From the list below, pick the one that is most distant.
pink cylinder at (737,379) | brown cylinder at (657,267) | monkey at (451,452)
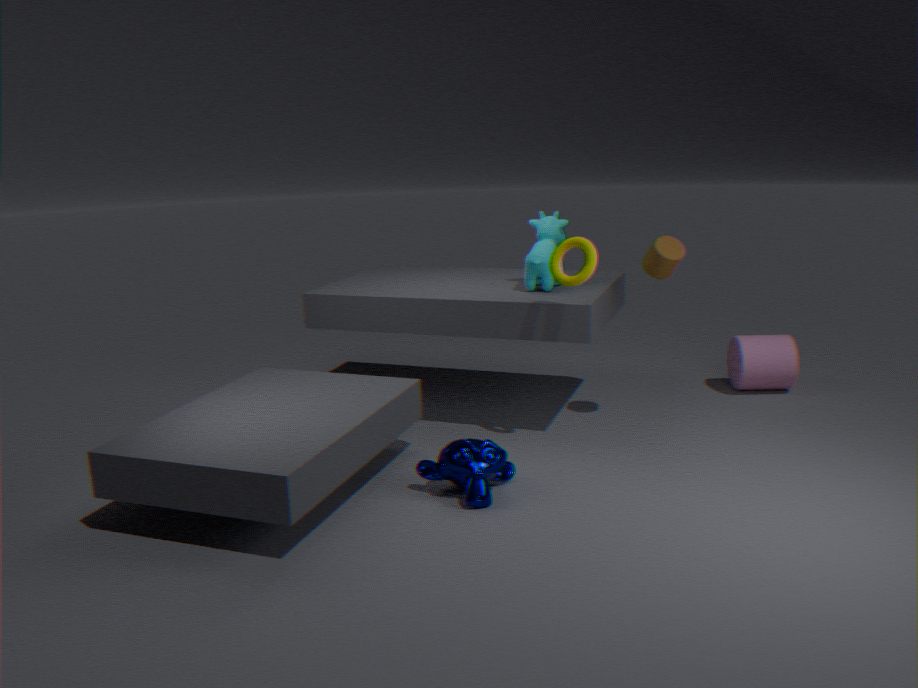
pink cylinder at (737,379)
